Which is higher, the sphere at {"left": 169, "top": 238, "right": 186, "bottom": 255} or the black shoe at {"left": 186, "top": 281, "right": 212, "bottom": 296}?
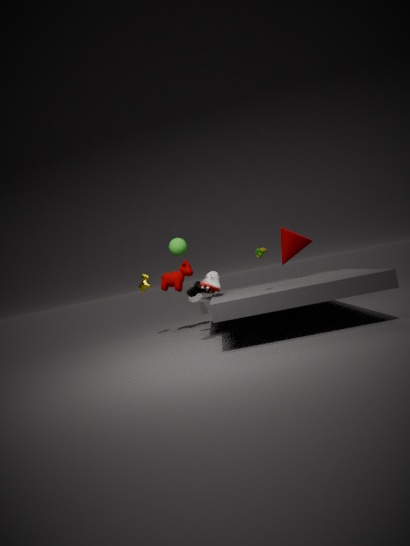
the sphere at {"left": 169, "top": 238, "right": 186, "bottom": 255}
